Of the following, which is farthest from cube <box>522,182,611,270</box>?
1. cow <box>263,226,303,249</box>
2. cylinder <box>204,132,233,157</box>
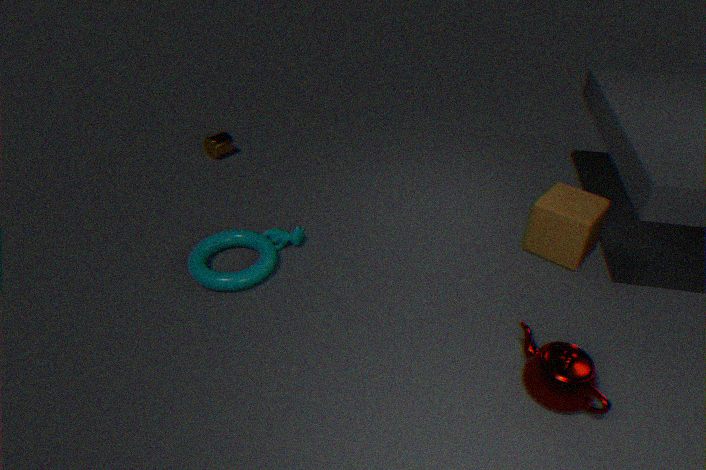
cylinder <box>204,132,233,157</box>
